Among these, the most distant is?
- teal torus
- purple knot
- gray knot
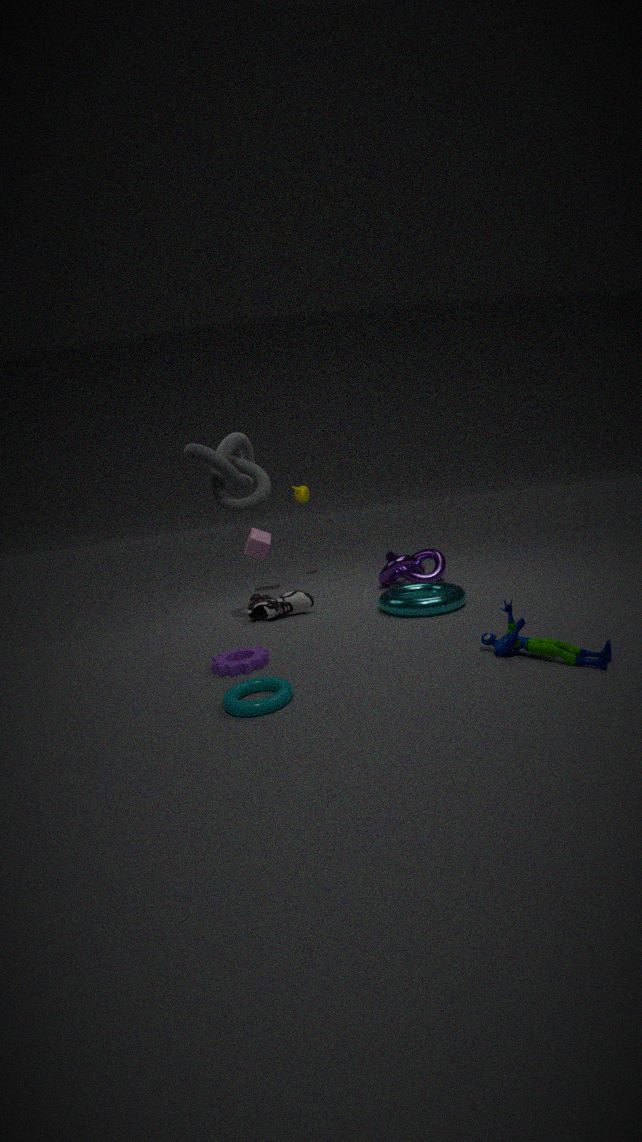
purple knot
